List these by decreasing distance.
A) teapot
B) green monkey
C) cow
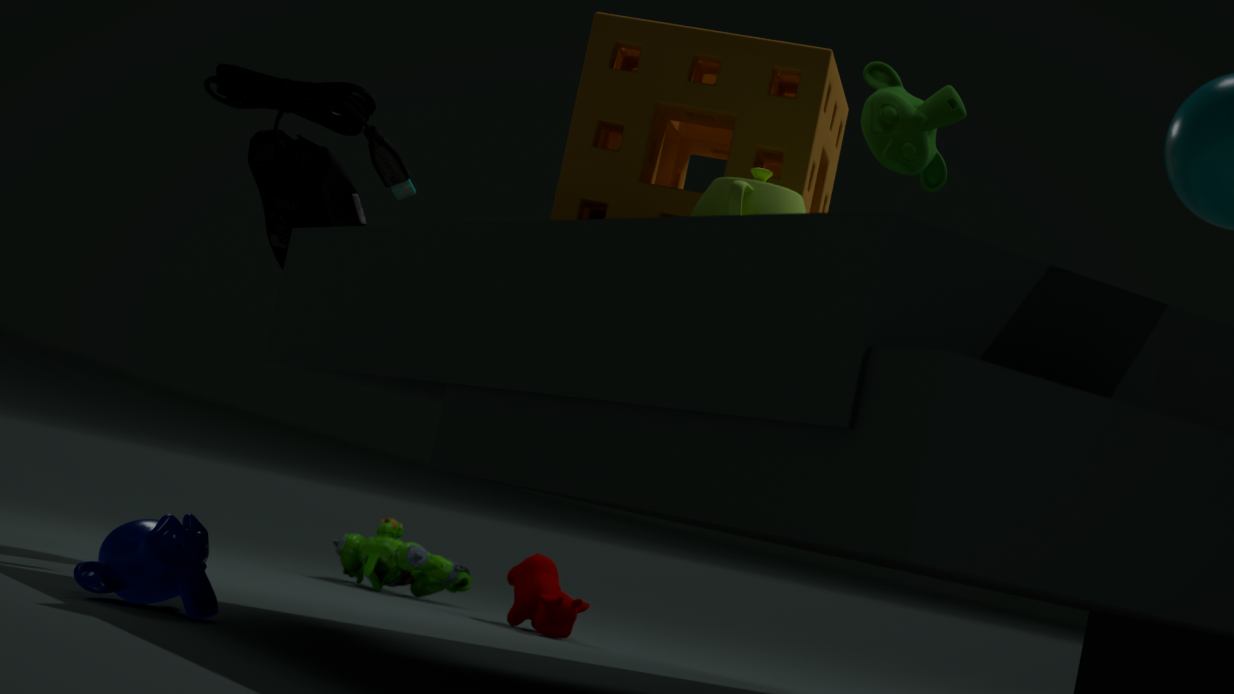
cow → green monkey → teapot
